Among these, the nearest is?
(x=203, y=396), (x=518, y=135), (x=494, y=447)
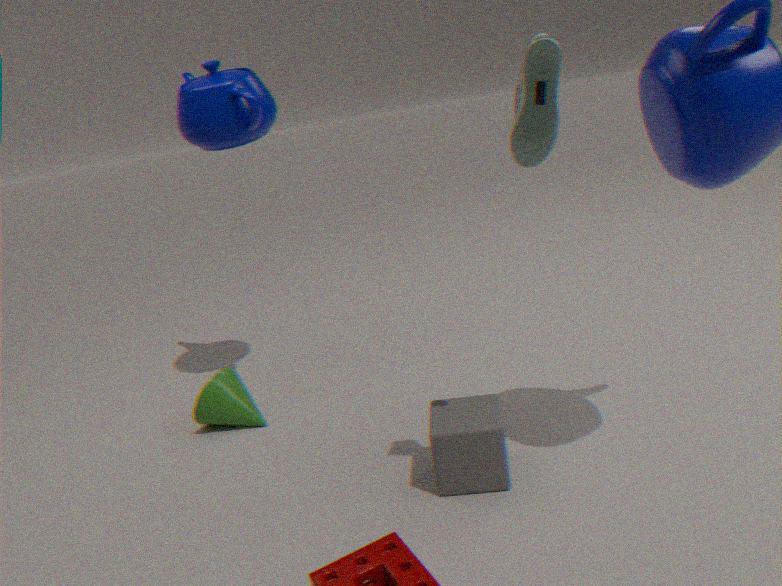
(x=518, y=135)
